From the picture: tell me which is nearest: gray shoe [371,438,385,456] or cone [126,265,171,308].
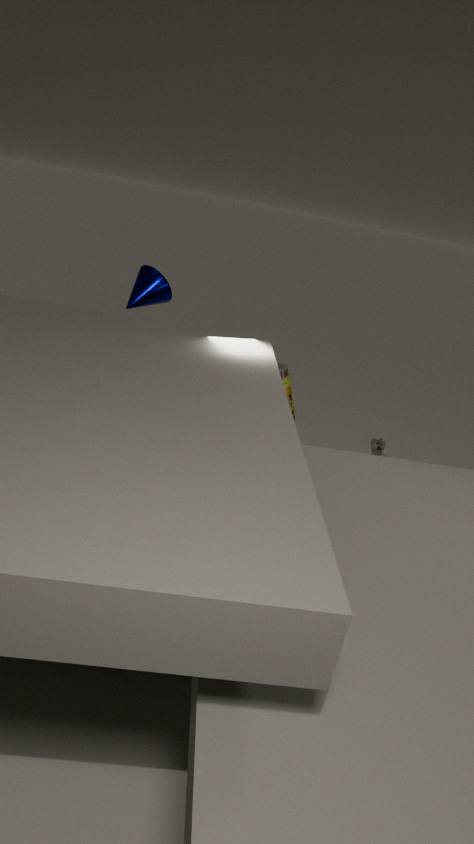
cone [126,265,171,308]
